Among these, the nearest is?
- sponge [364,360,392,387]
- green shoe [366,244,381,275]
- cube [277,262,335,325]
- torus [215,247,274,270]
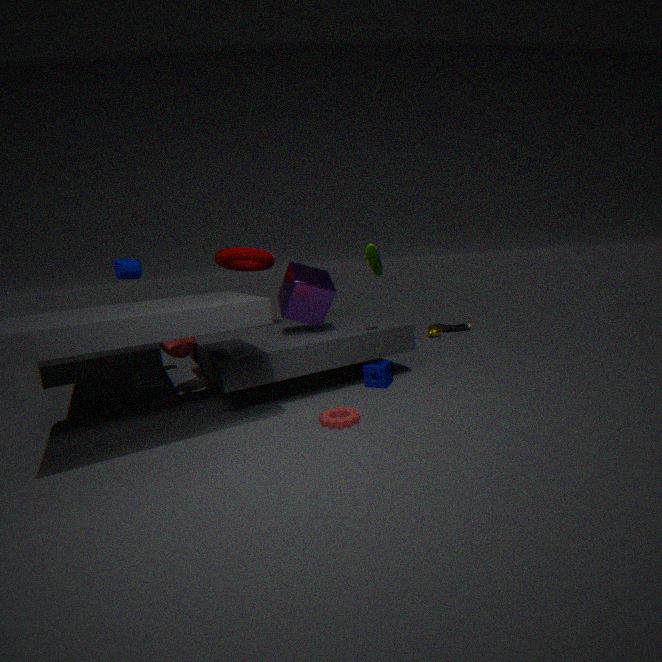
green shoe [366,244,381,275]
